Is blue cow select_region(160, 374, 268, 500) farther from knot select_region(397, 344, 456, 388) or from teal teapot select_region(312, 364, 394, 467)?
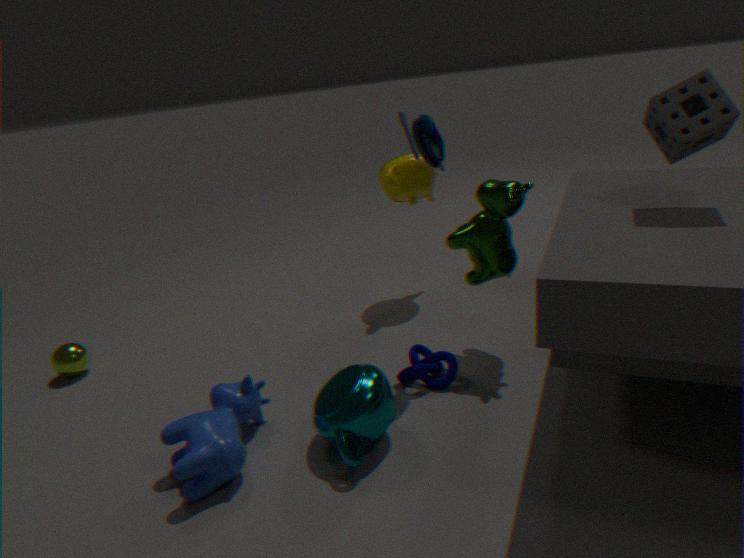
knot select_region(397, 344, 456, 388)
